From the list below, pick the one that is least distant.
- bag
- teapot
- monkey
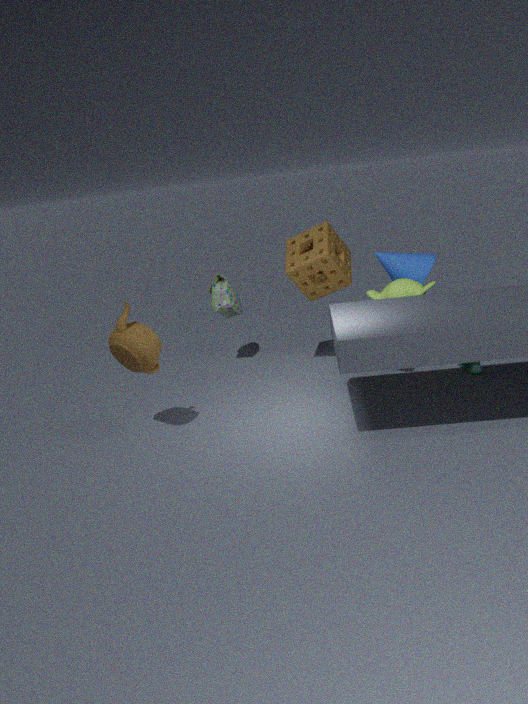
teapot
